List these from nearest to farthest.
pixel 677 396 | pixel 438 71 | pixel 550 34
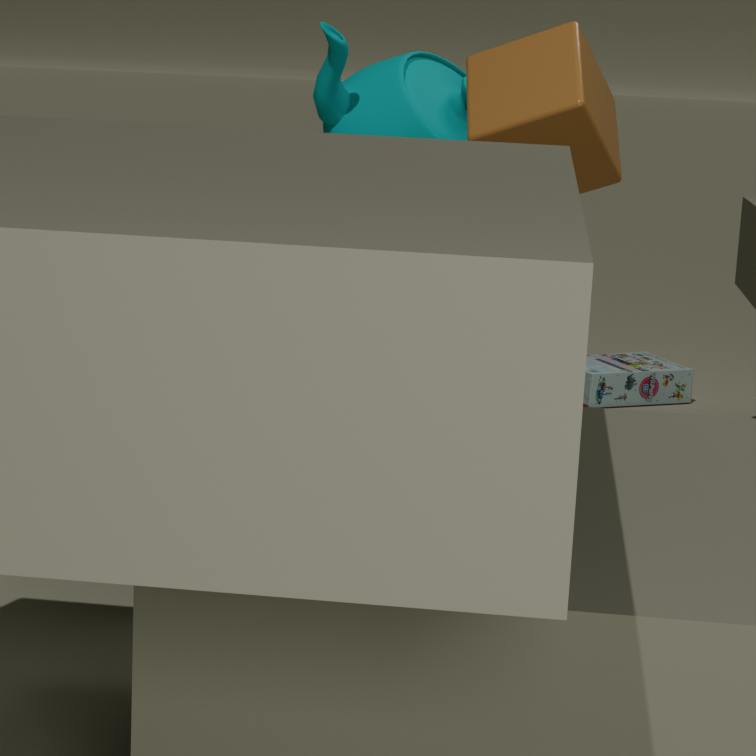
pixel 550 34 → pixel 438 71 → pixel 677 396
